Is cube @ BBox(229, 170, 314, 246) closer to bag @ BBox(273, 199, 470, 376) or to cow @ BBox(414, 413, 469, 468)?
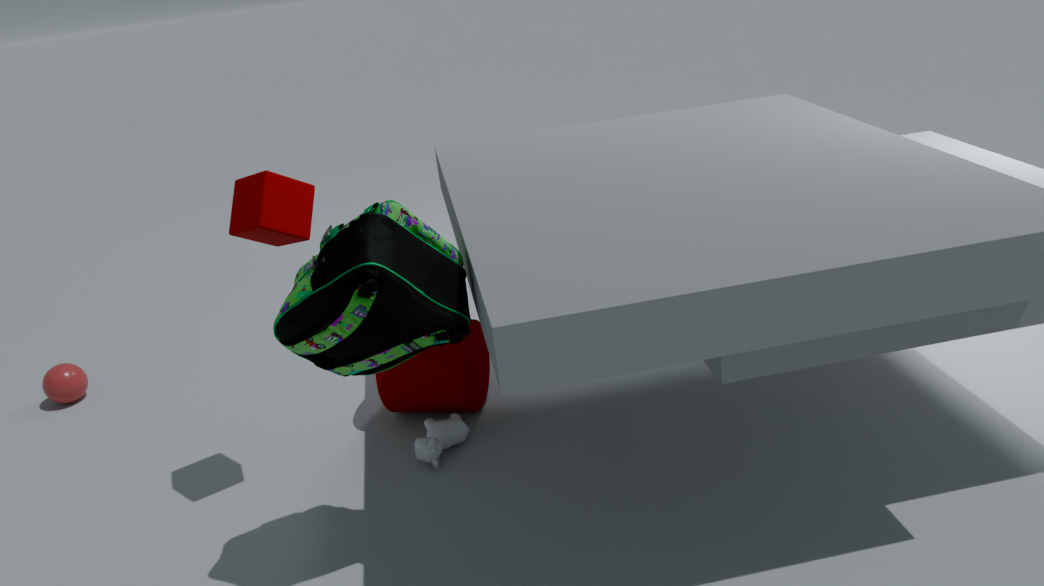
bag @ BBox(273, 199, 470, 376)
